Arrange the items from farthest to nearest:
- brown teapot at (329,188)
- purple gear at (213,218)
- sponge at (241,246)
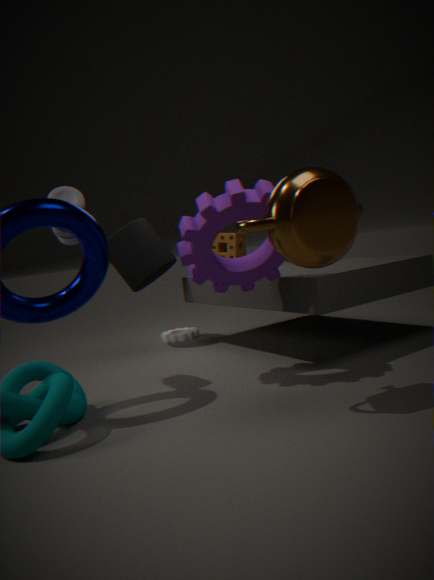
sponge at (241,246), purple gear at (213,218), brown teapot at (329,188)
